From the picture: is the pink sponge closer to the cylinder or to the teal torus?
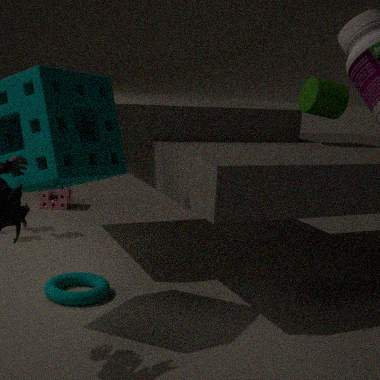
the teal torus
